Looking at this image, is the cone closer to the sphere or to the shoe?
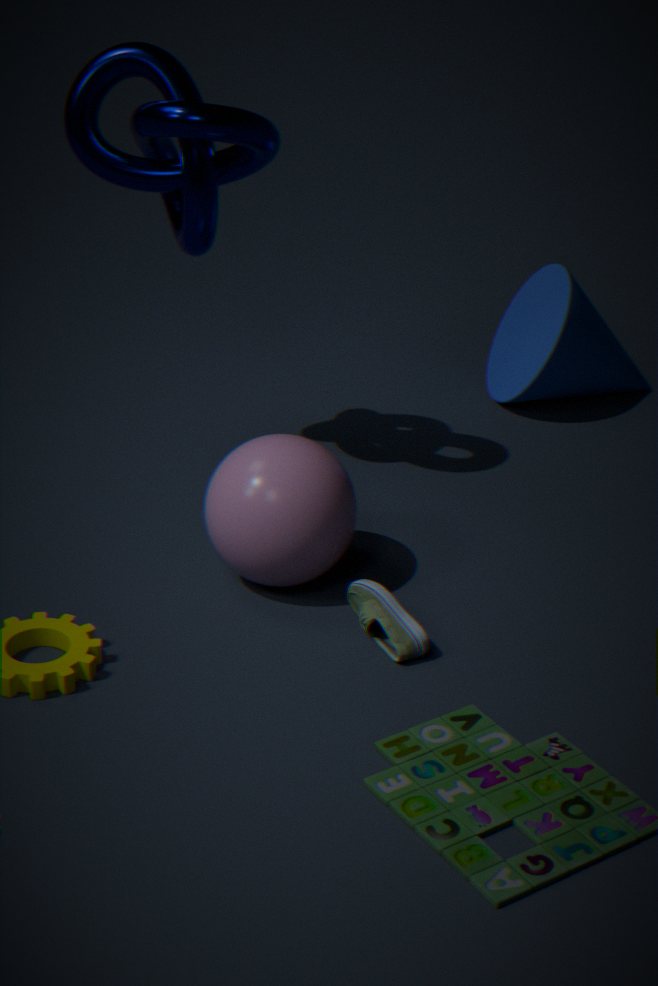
the sphere
